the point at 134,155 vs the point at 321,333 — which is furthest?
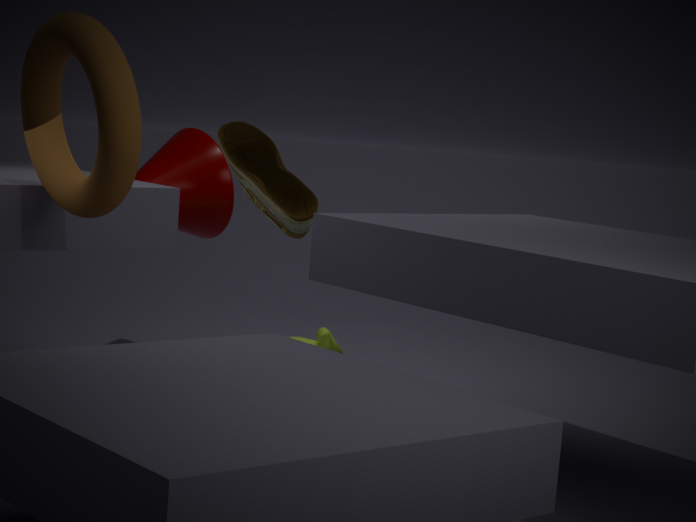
the point at 321,333
